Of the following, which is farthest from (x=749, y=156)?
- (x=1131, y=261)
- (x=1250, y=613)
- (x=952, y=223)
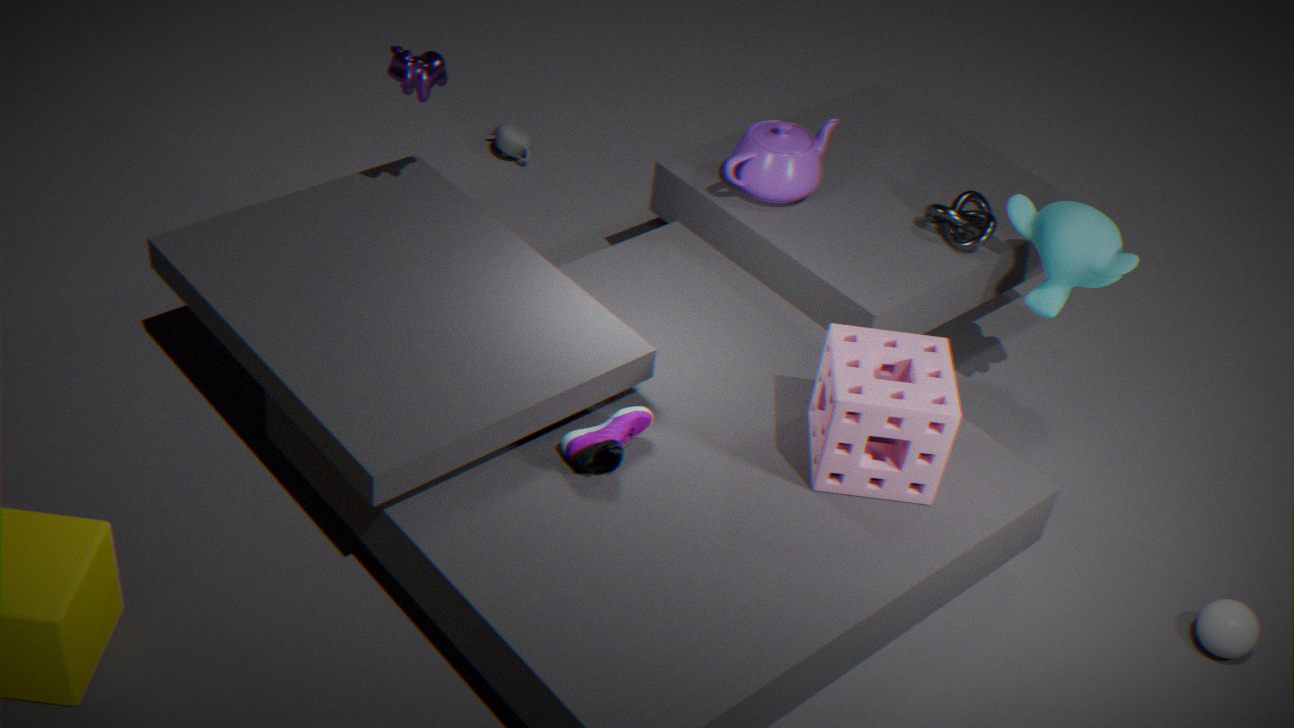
(x=1250, y=613)
